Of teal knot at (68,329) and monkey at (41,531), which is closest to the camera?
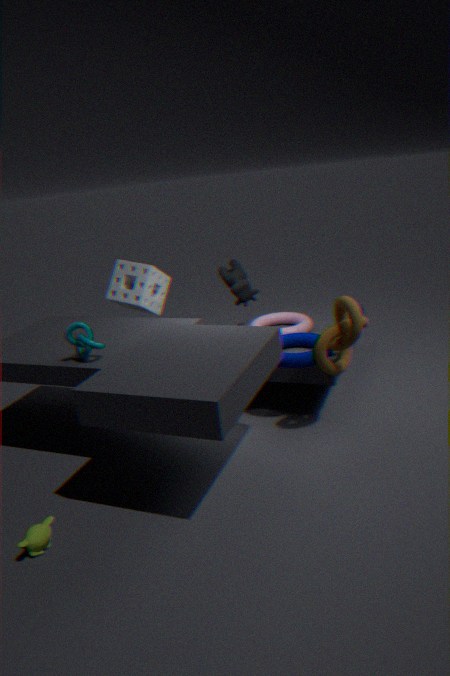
monkey at (41,531)
